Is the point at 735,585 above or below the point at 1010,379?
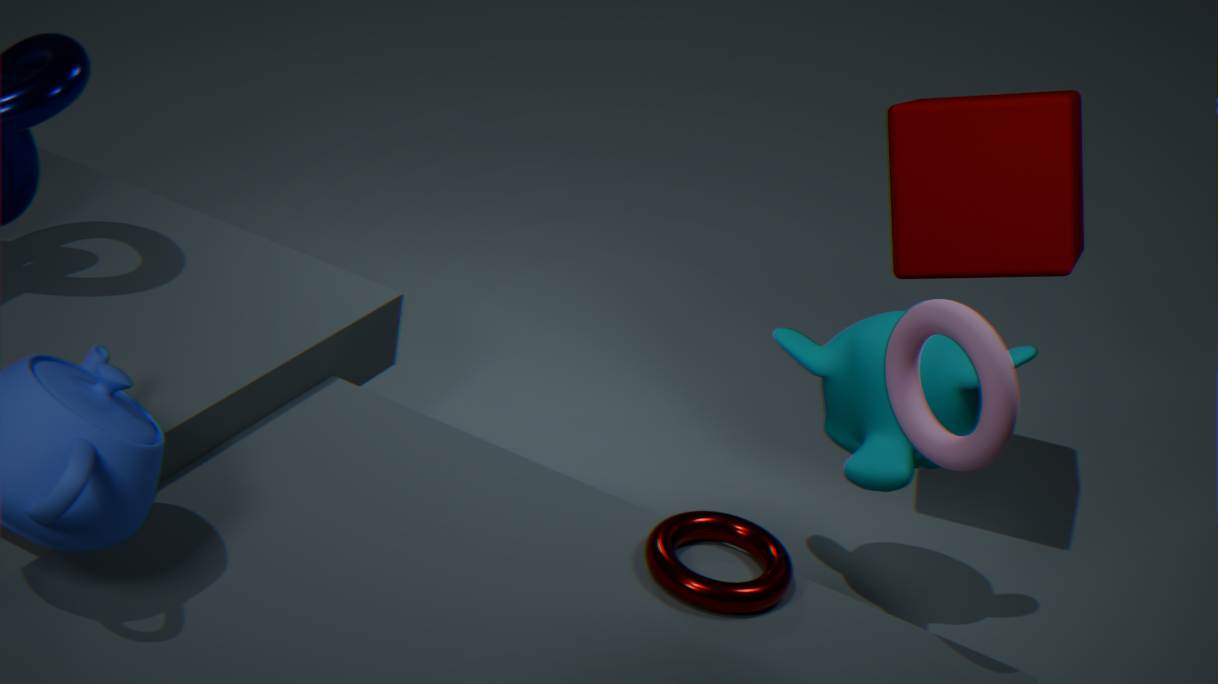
below
